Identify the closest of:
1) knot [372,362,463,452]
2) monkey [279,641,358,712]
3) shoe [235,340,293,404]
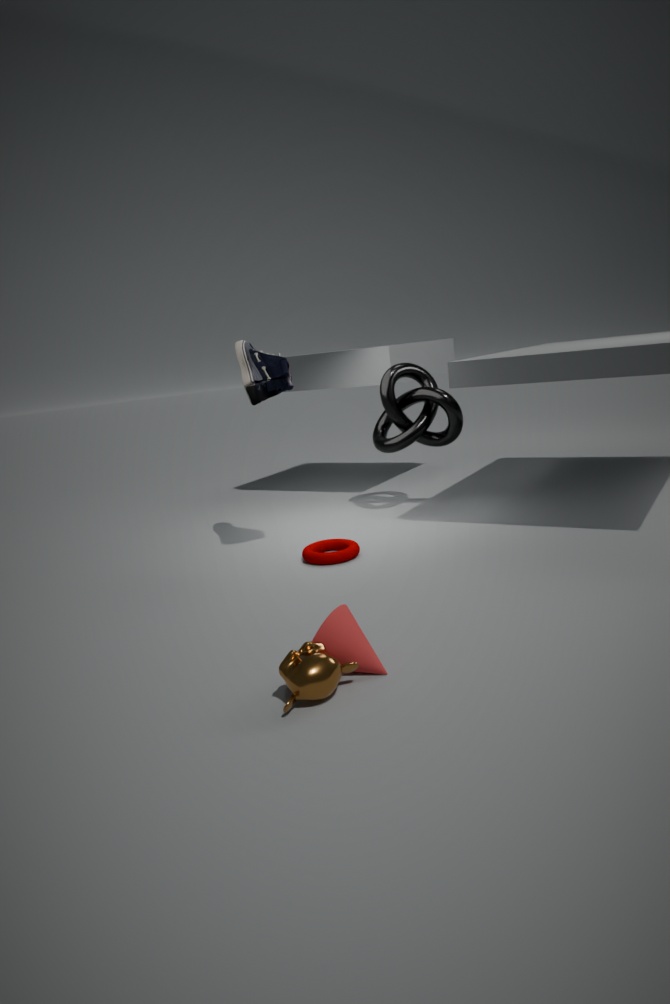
2. monkey [279,641,358,712]
